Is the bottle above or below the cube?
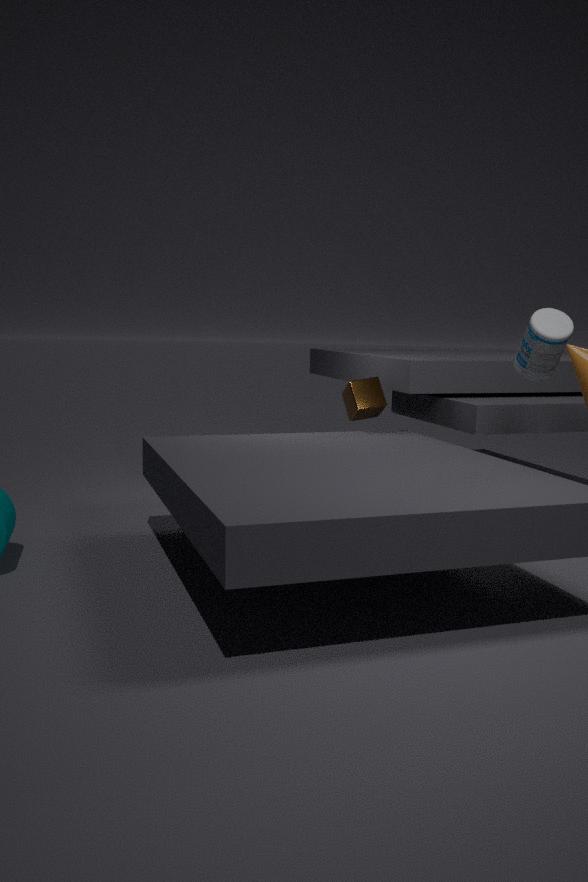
above
